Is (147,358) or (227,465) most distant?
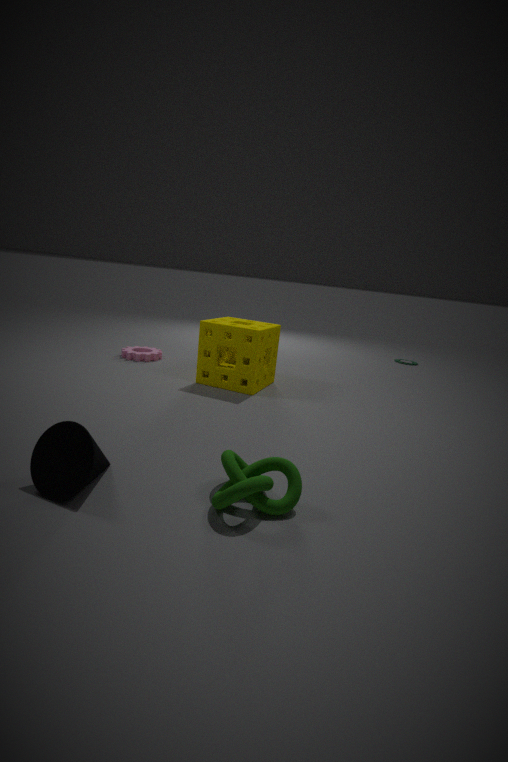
(147,358)
